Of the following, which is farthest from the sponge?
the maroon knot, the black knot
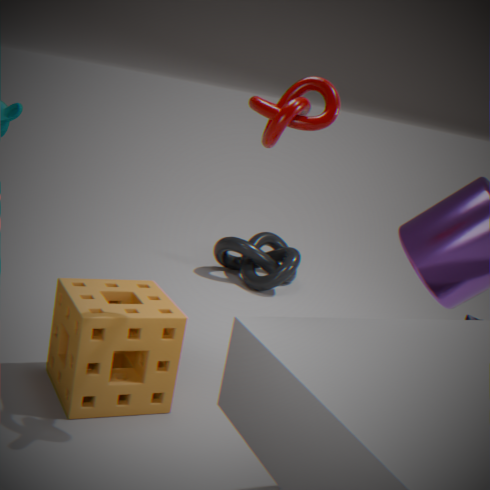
the black knot
